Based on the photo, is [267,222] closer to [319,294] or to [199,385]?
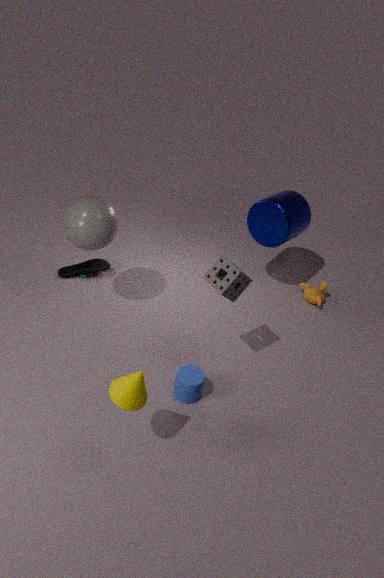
[319,294]
